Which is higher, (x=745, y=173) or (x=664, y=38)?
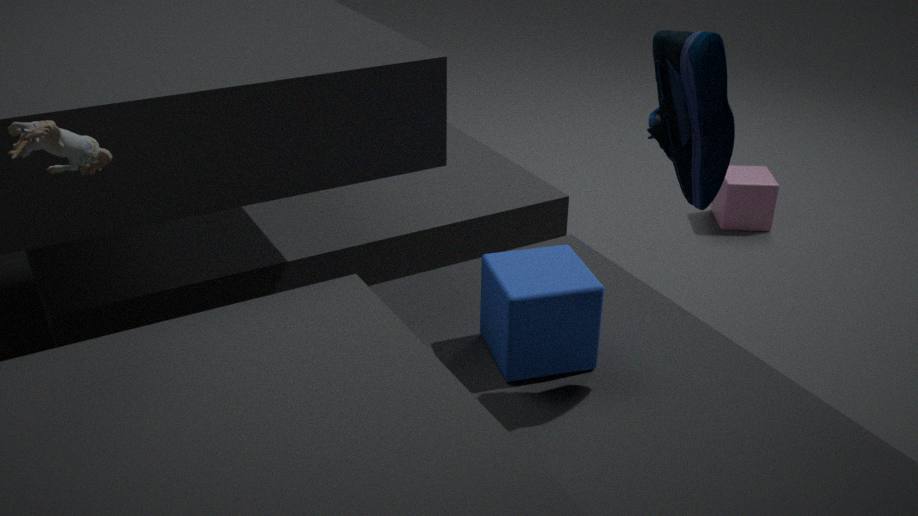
(x=664, y=38)
